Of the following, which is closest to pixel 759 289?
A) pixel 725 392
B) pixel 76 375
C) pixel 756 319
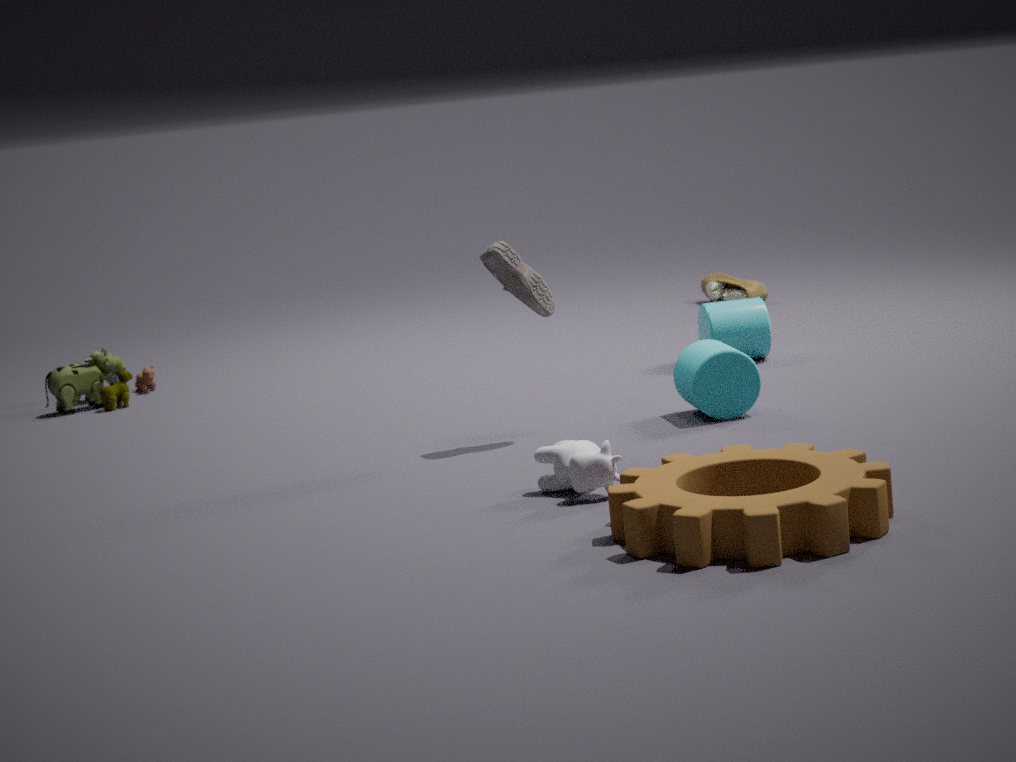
pixel 756 319
